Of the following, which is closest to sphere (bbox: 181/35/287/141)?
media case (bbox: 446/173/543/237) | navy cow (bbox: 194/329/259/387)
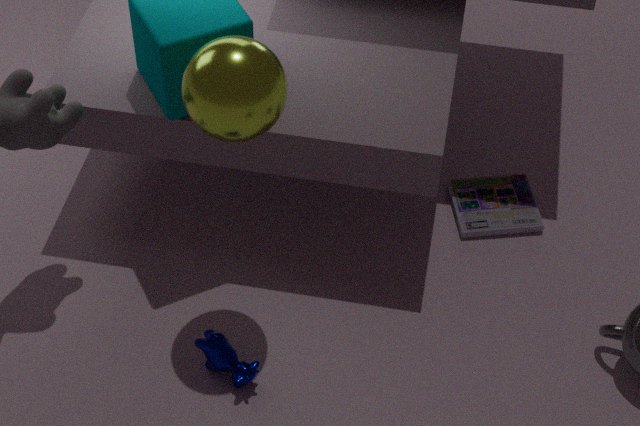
navy cow (bbox: 194/329/259/387)
